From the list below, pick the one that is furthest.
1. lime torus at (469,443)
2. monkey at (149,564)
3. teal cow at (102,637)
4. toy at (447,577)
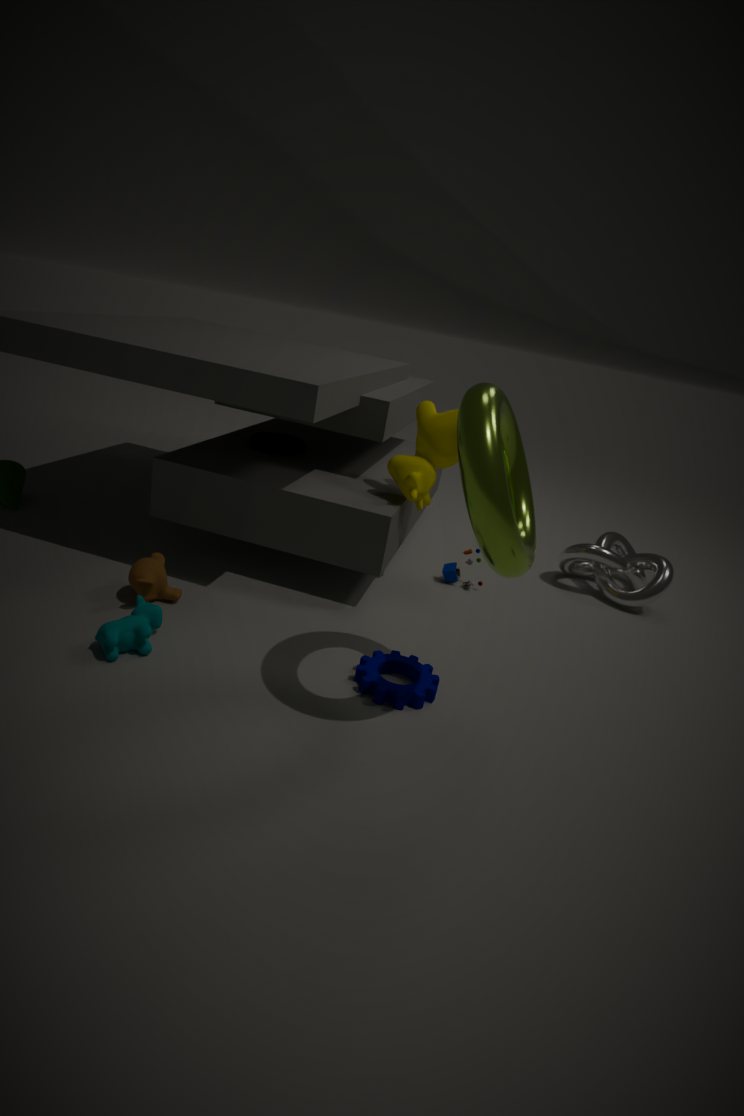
toy at (447,577)
